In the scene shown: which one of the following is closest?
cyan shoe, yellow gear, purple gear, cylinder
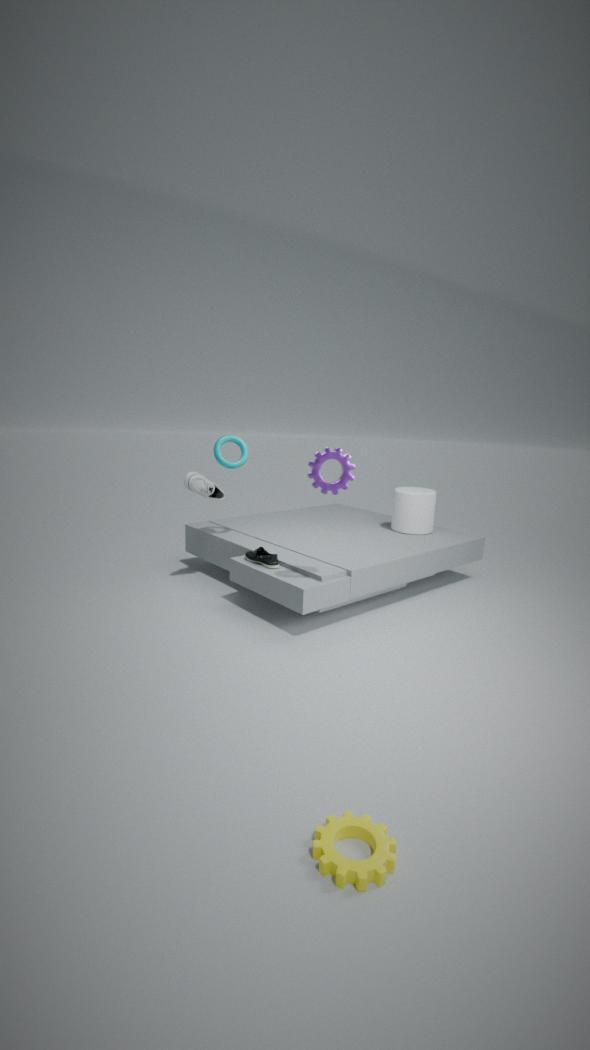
yellow gear
